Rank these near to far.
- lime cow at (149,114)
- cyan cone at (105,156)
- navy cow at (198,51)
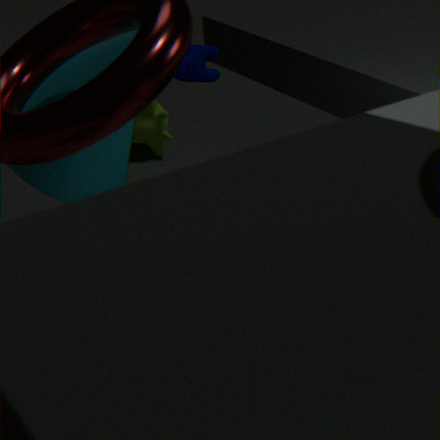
cyan cone at (105,156)
navy cow at (198,51)
lime cow at (149,114)
